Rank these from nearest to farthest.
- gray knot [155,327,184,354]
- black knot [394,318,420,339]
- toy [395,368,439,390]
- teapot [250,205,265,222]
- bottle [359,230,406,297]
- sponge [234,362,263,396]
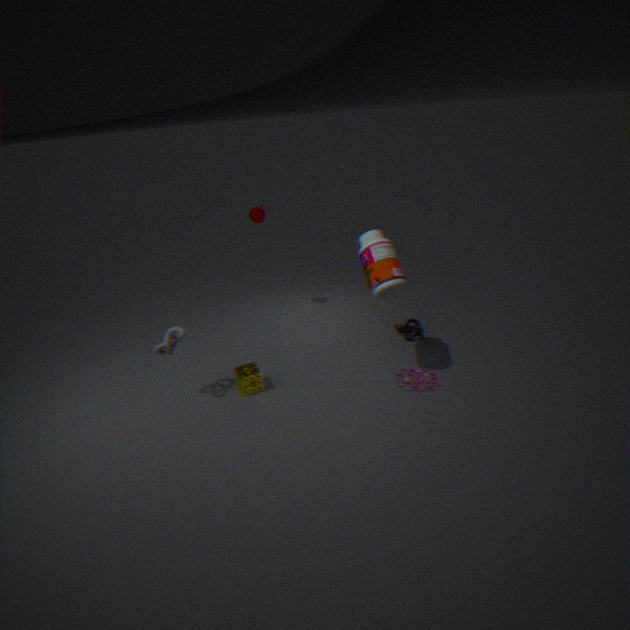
bottle [359,230,406,297] → gray knot [155,327,184,354] → toy [395,368,439,390] → sponge [234,362,263,396] → black knot [394,318,420,339] → teapot [250,205,265,222]
